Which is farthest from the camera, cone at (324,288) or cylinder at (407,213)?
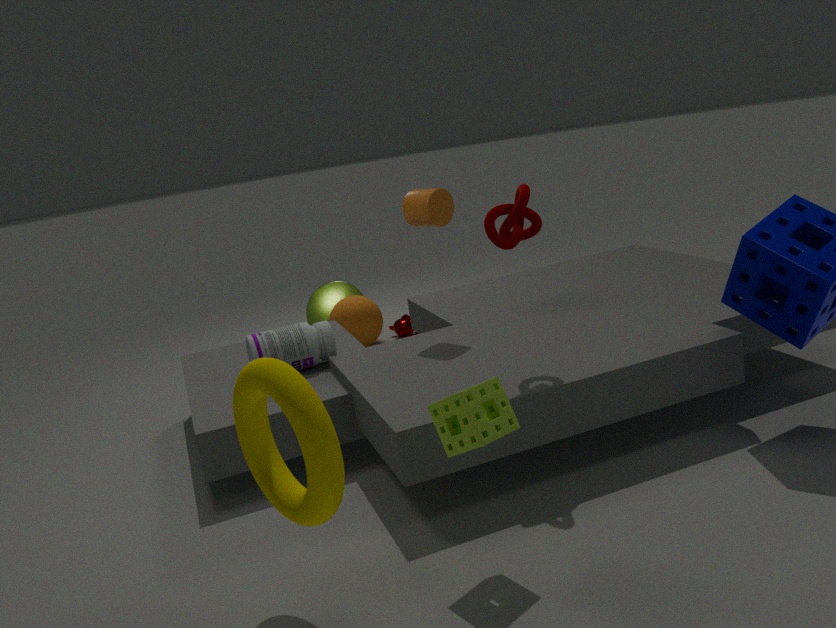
cone at (324,288)
